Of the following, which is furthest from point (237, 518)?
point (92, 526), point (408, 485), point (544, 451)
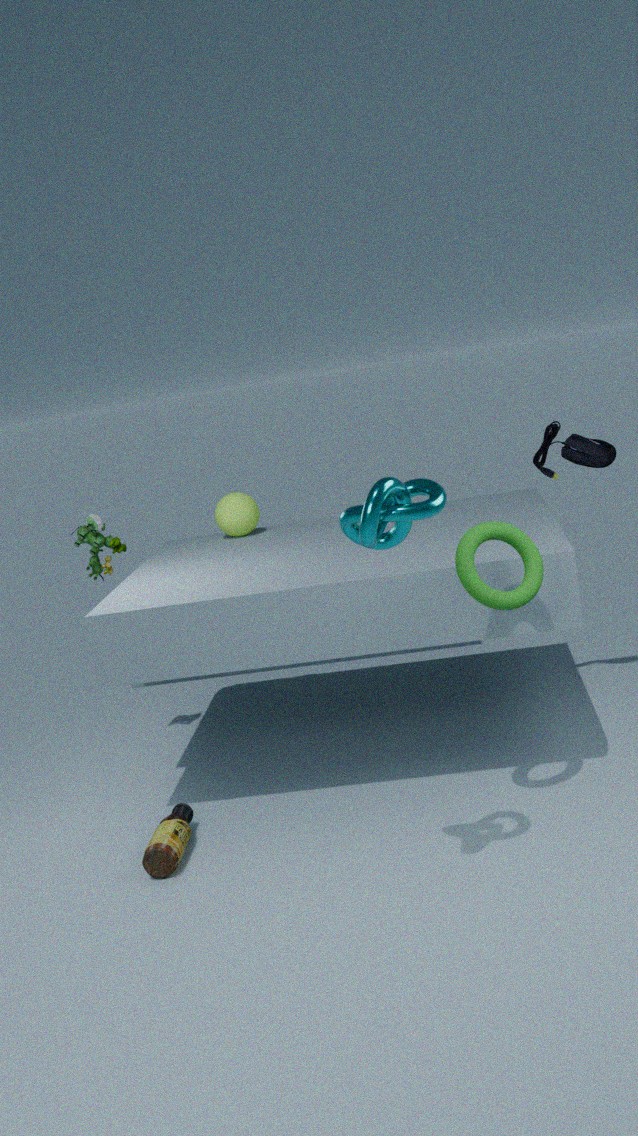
point (408, 485)
